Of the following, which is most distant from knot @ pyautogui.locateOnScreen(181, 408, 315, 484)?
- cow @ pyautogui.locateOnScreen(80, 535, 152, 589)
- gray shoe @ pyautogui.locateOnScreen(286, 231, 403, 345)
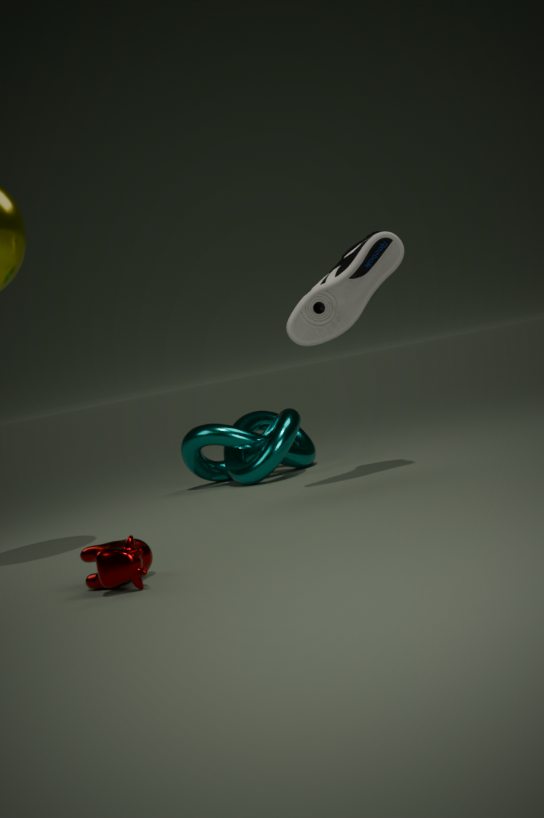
cow @ pyautogui.locateOnScreen(80, 535, 152, 589)
